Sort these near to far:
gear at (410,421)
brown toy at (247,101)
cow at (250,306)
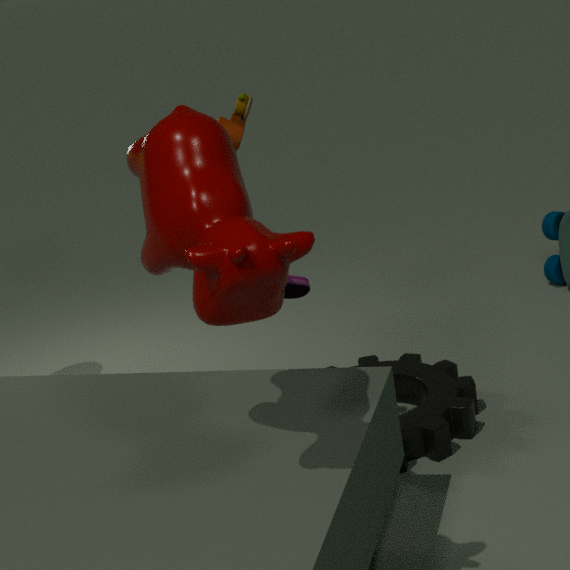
cow at (250,306), brown toy at (247,101), gear at (410,421)
